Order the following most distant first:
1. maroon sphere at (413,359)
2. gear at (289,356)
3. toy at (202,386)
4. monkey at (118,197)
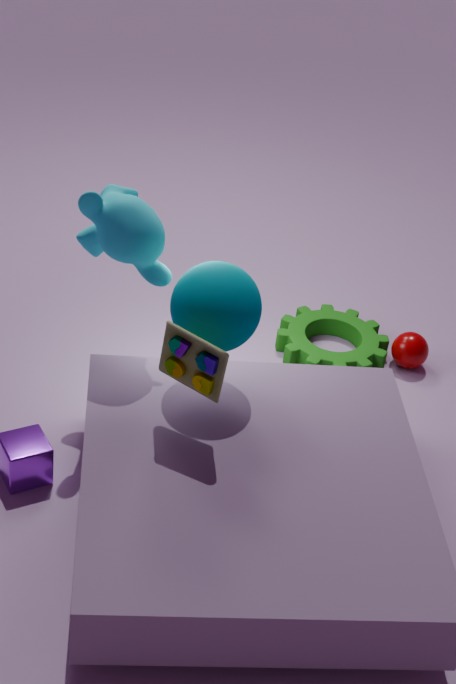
maroon sphere at (413,359), gear at (289,356), monkey at (118,197), toy at (202,386)
